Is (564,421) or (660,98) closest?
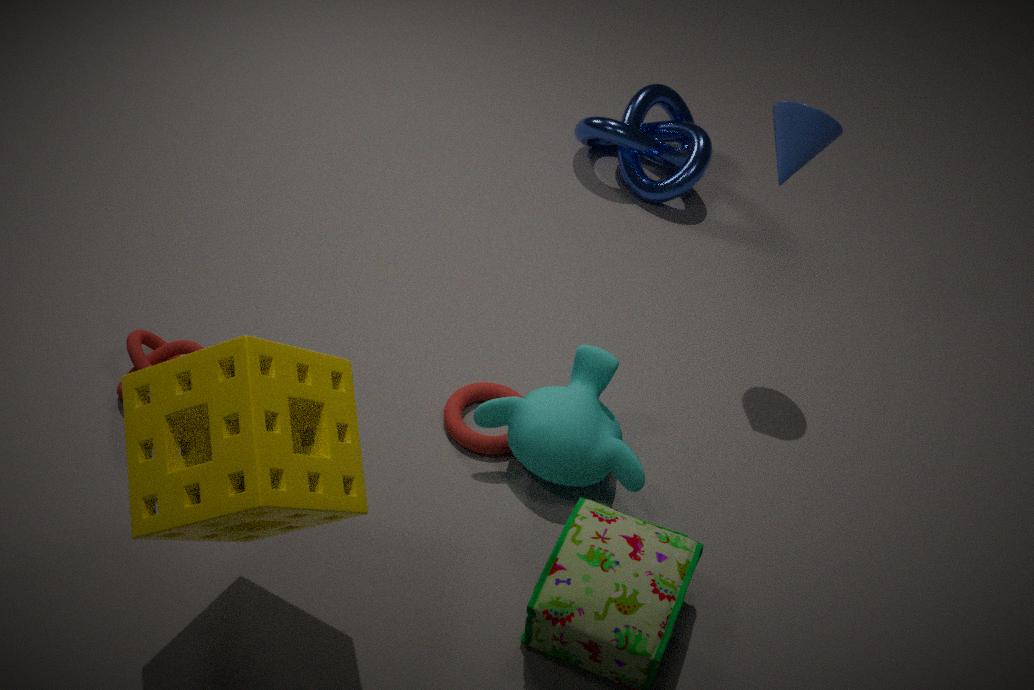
(564,421)
